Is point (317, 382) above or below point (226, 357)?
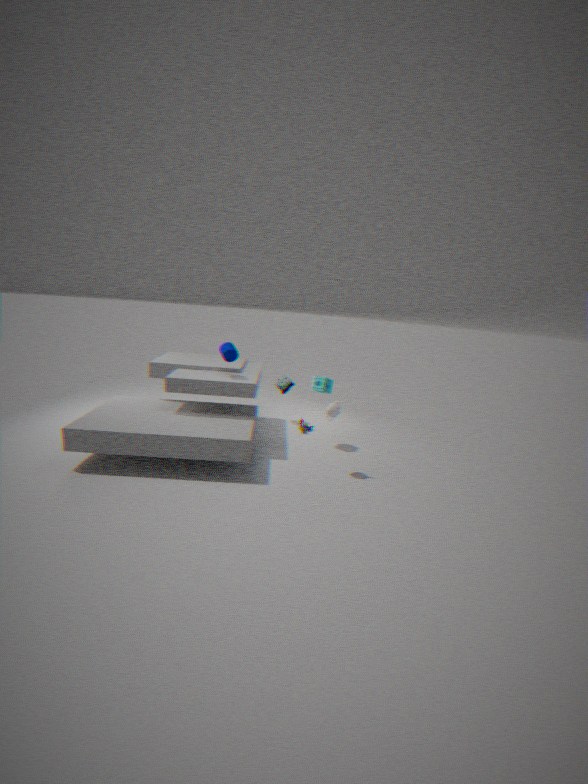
below
